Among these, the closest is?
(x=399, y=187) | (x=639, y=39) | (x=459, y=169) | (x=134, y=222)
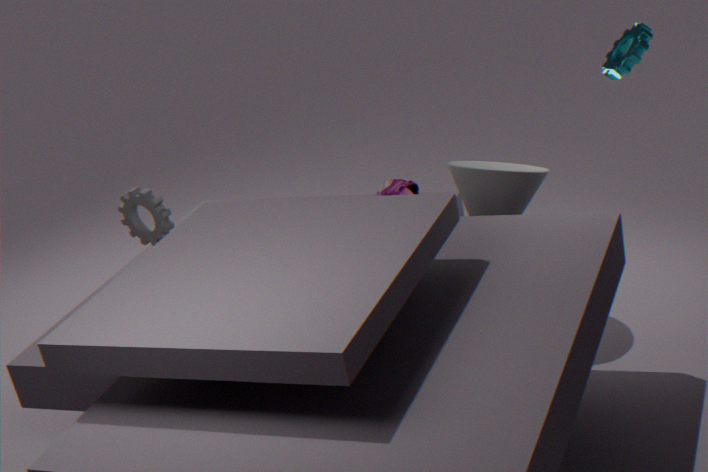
(x=459, y=169)
